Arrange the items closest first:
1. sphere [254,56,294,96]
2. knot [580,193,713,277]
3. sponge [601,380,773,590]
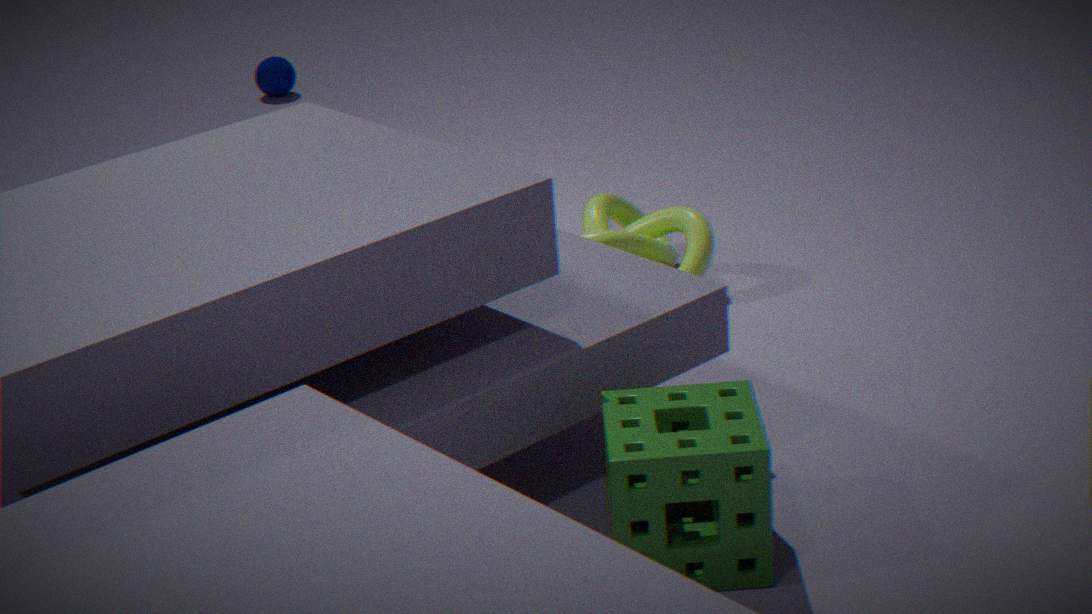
sponge [601,380,773,590]
knot [580,193,713,277]
sphere [254,56,294,96]
